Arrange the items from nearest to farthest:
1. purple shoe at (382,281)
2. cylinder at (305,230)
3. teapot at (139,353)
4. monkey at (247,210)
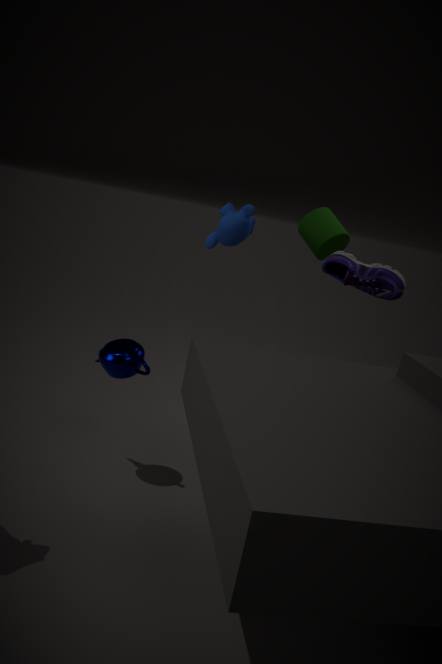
1. teapot at (139,353)
2. monkey at (247,210)
3. purple shoe at (382,281)
4. cylinder at (305,230)
